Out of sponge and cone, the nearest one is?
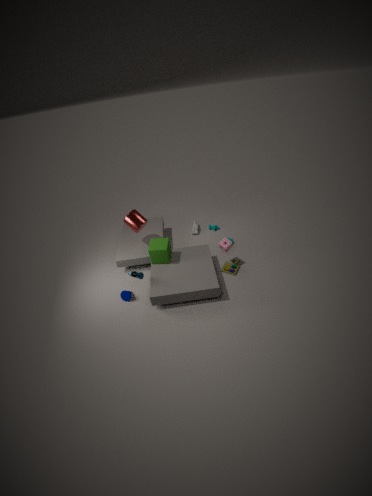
cone
